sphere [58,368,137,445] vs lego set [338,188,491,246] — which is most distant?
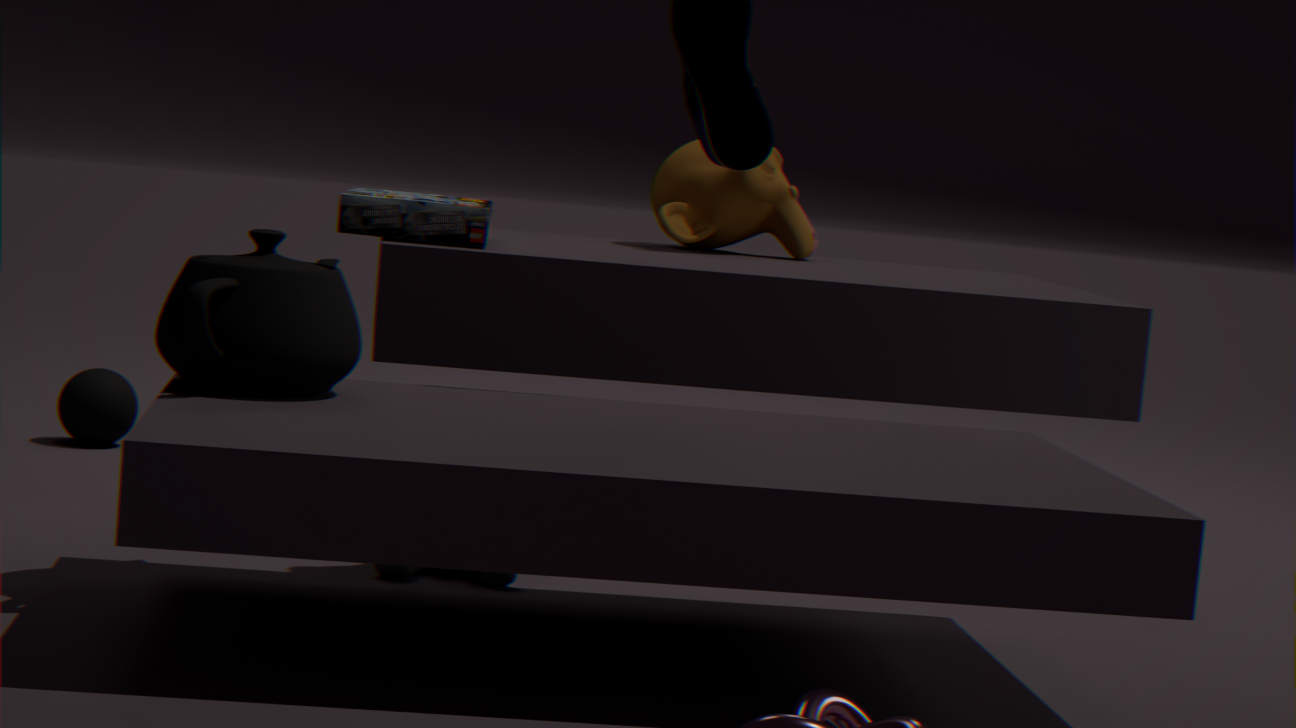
sphere [58,368,137,445]
